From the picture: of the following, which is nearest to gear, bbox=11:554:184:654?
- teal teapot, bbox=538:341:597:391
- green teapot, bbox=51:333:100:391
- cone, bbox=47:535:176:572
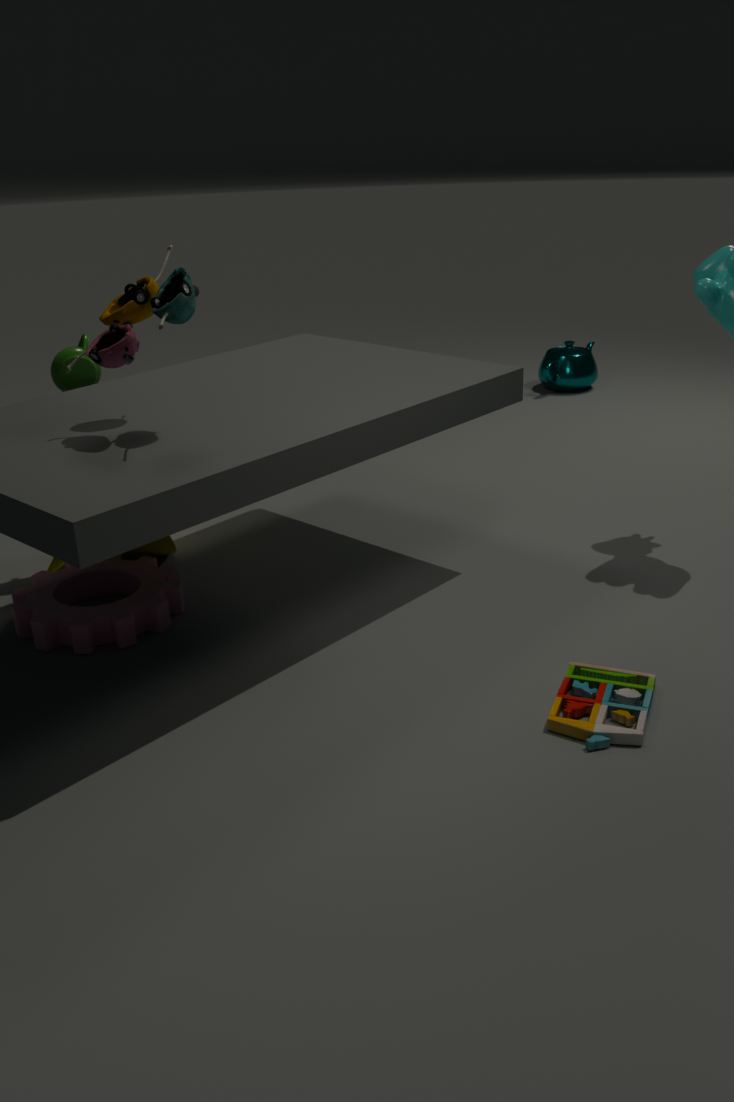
cone, bbox=47:535:176:572
